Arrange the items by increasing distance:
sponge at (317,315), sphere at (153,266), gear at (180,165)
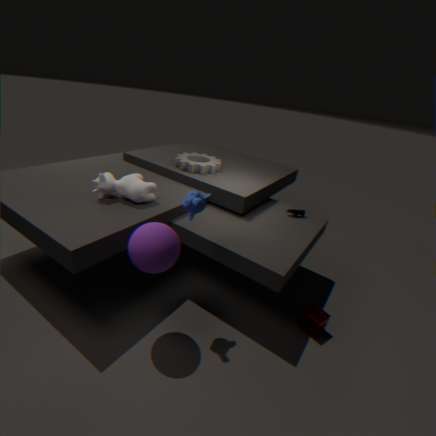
1. sphere at (153,266)
2. sponge at (317,315)
3. gear at (180,165)
